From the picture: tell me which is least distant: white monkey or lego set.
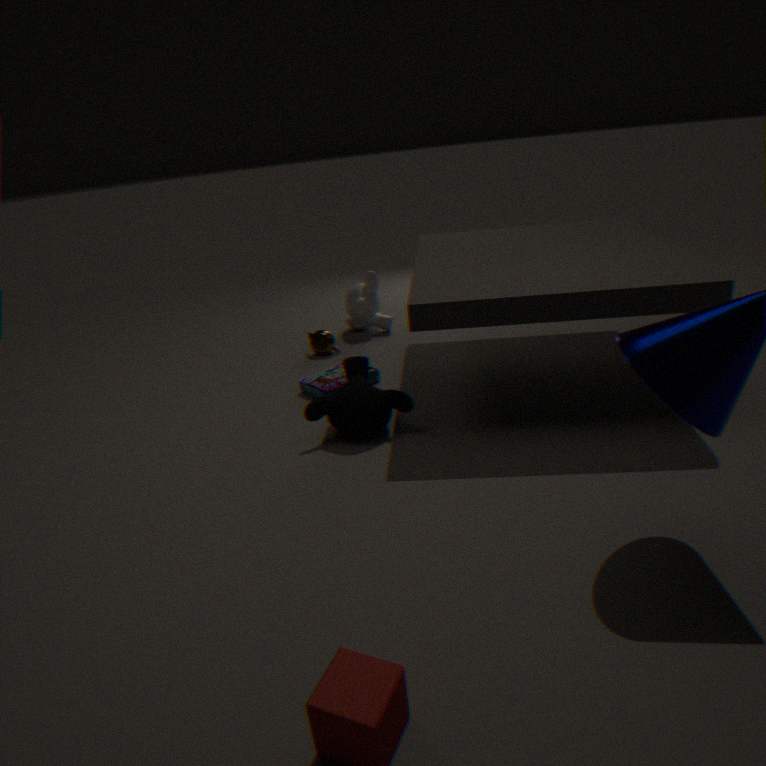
lego set
